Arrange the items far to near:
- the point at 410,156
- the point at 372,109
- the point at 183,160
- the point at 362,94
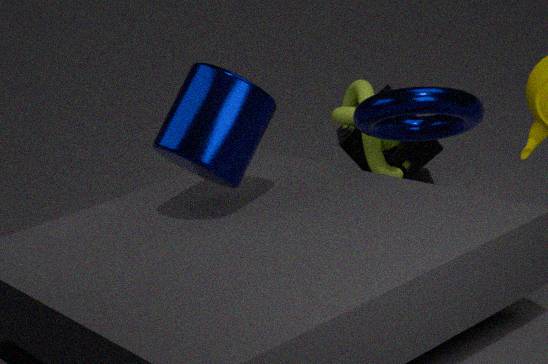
1. the point at 410,156
2. the point at 362,94
3. the point at 372,109
4. the point at 183,160
